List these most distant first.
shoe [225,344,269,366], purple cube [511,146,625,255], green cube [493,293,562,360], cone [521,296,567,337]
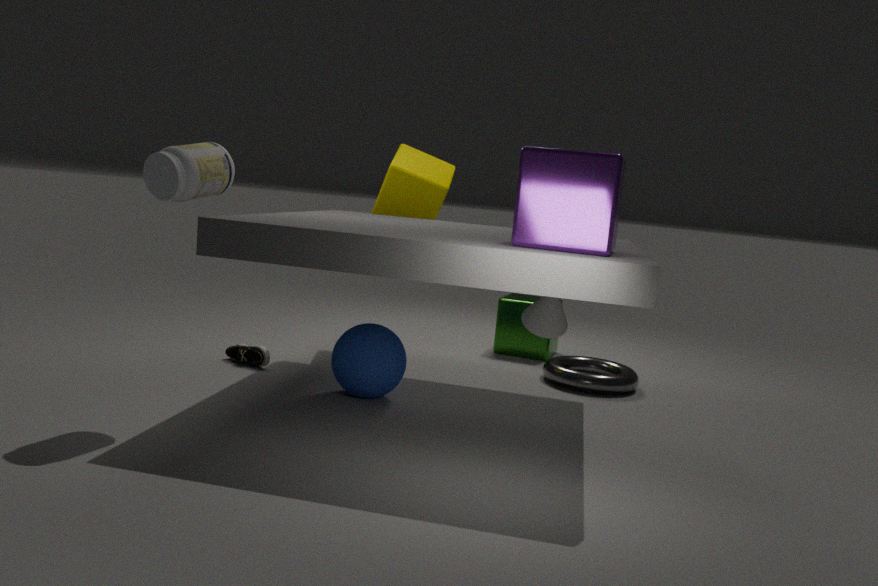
green cube [493,293,562,360], shoe [225,344,269,366], cone [521,296,567,337], purple cube [511,146,625,255]
